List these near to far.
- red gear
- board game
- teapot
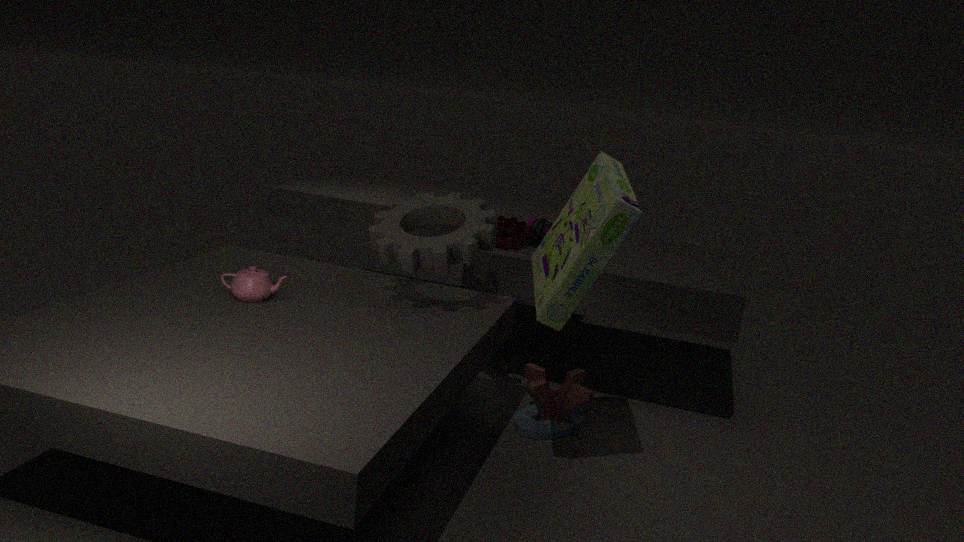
board game → teapot → red gear
